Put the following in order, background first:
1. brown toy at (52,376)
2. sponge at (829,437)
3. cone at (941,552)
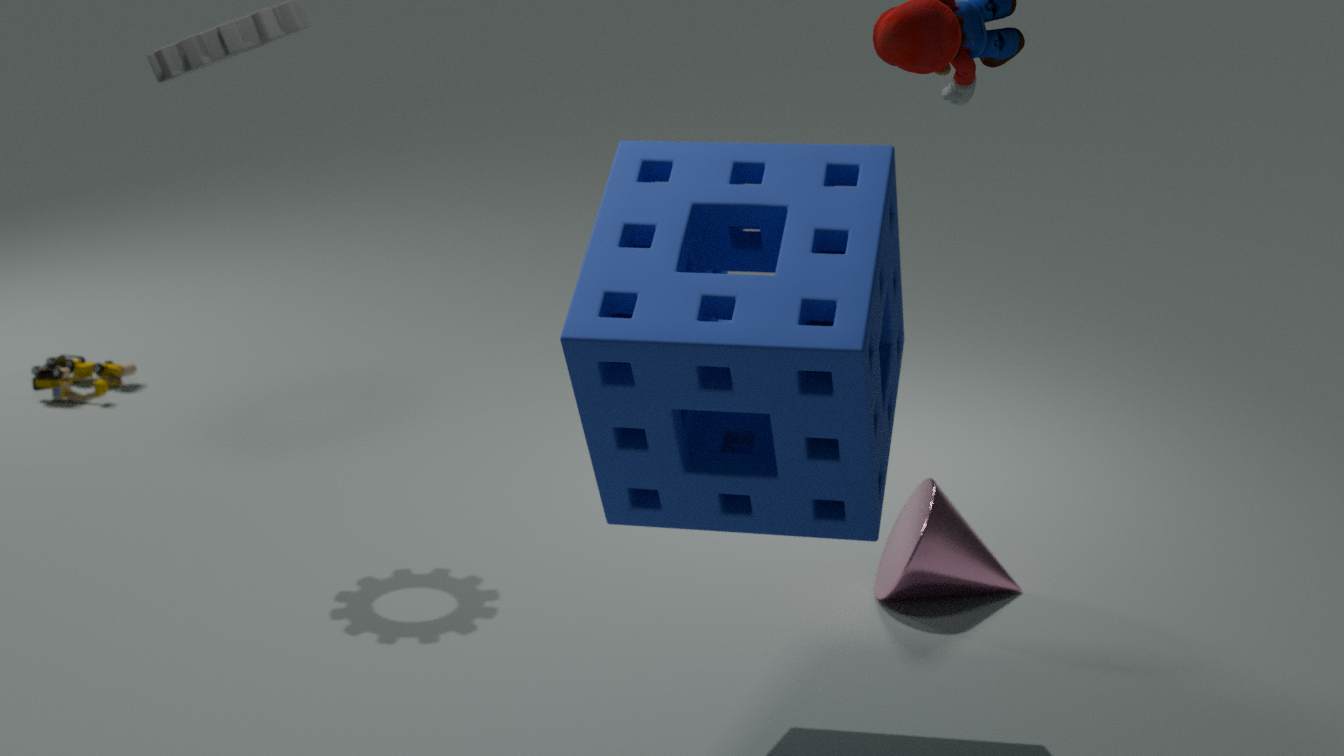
brown toy at (52,376) → cone at (941,552) → sponge at (829,437)
